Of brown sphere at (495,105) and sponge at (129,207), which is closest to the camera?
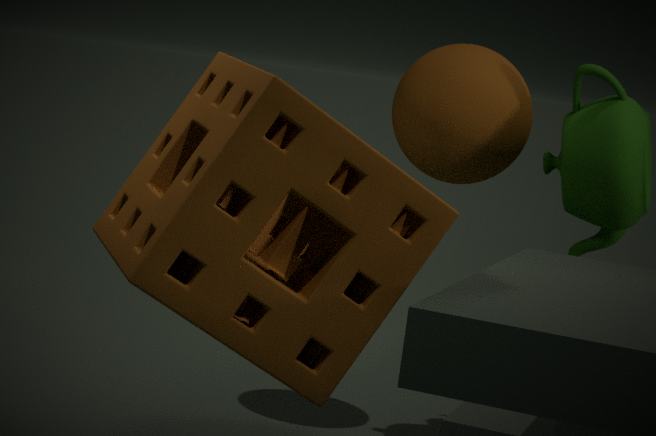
sponge at (129,207)
